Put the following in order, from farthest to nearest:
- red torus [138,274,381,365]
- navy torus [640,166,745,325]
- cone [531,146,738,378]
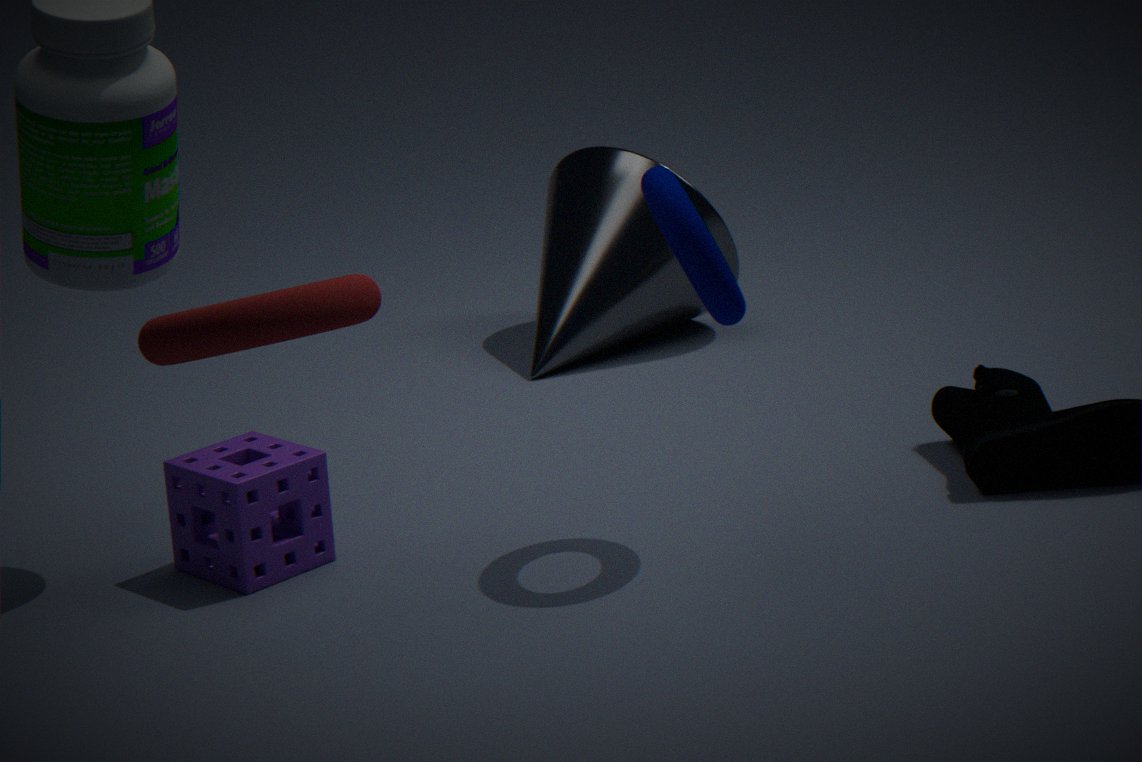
1. cone [531,146,738,378]
2. navy torus [640,166,745,325]
3. red torus [138,274,381,365]
